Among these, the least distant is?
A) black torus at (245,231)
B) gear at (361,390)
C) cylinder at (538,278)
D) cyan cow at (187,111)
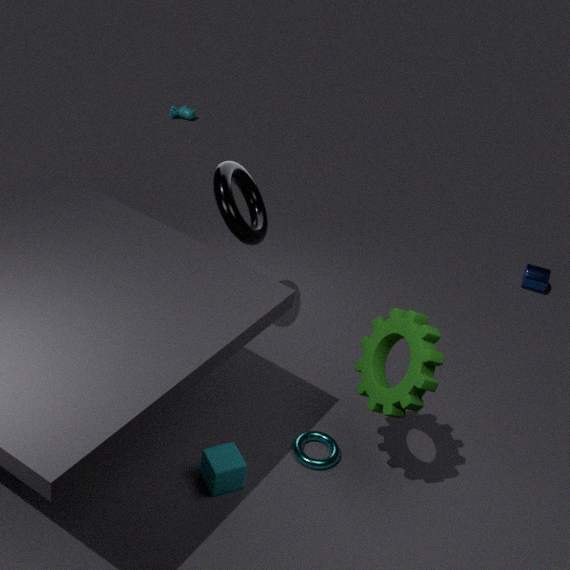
gear at (361,390)
